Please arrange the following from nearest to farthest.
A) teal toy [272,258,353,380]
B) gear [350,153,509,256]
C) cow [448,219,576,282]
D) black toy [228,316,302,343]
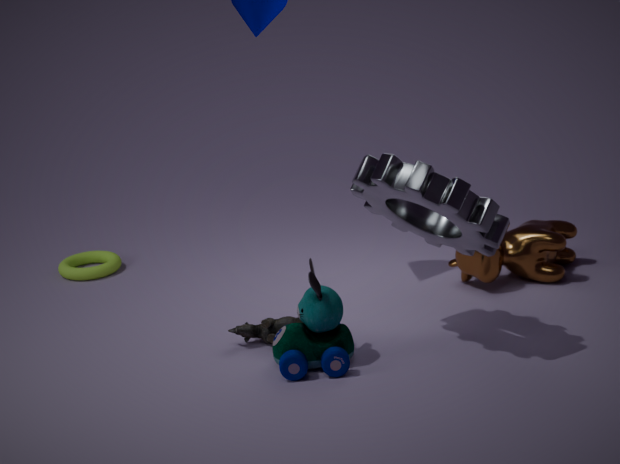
1. gear [350,153,509,256]
2. teal toy [272,258,353,380]
3. black toy [228,316,302,343]
4. cow [448,219,576,282]
